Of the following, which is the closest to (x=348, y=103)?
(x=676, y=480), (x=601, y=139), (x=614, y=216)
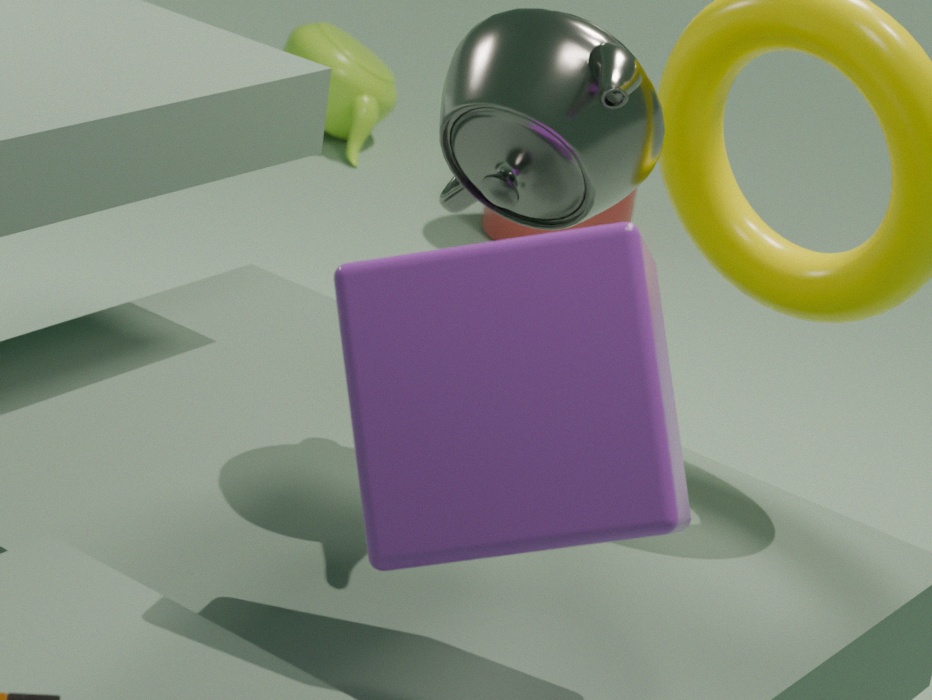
(x=614, y=216)
